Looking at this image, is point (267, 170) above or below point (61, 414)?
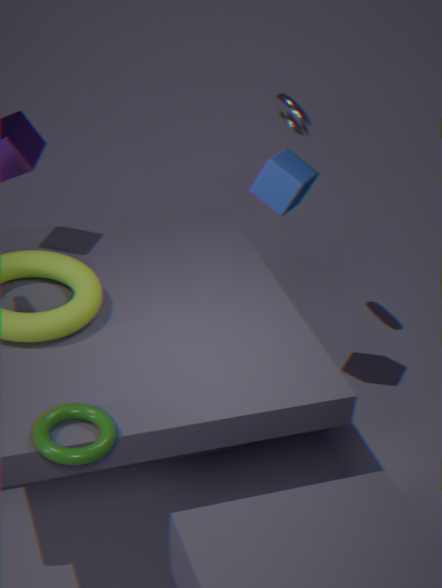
above
